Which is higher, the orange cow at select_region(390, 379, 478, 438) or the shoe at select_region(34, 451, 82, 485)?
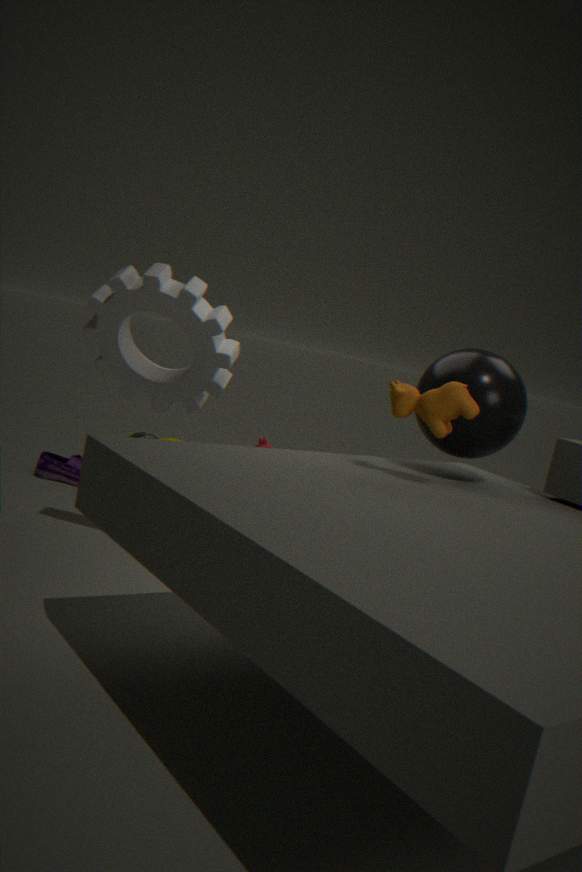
the orange cow at select_region(390, 379, 478, 438)
